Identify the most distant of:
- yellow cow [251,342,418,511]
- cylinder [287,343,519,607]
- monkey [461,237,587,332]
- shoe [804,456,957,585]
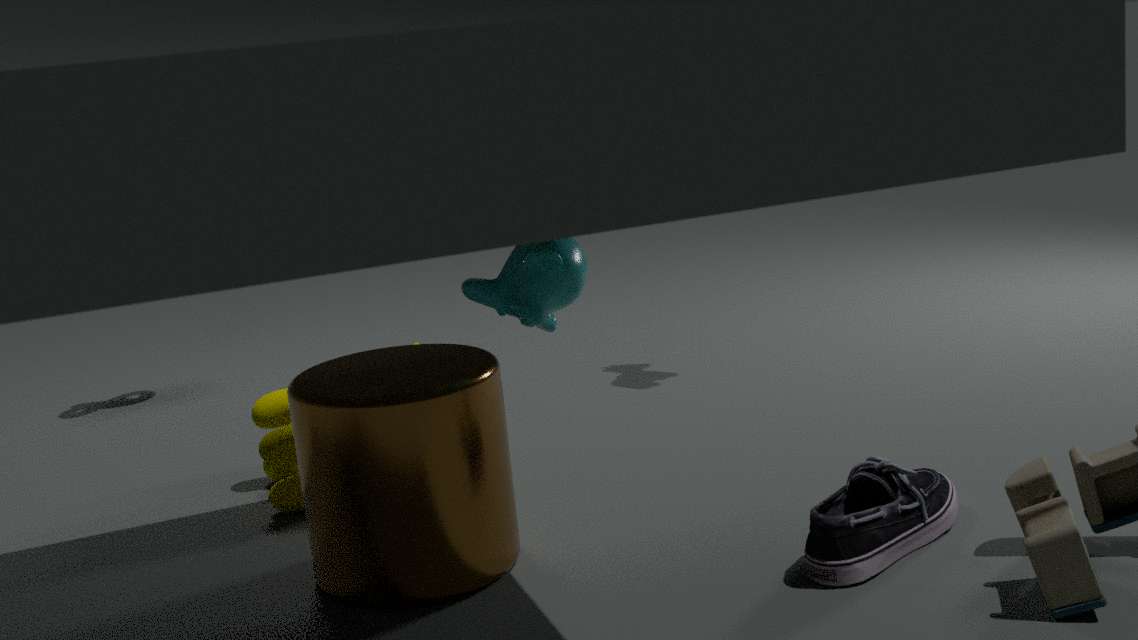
yellow cow [251,342,418,511]
